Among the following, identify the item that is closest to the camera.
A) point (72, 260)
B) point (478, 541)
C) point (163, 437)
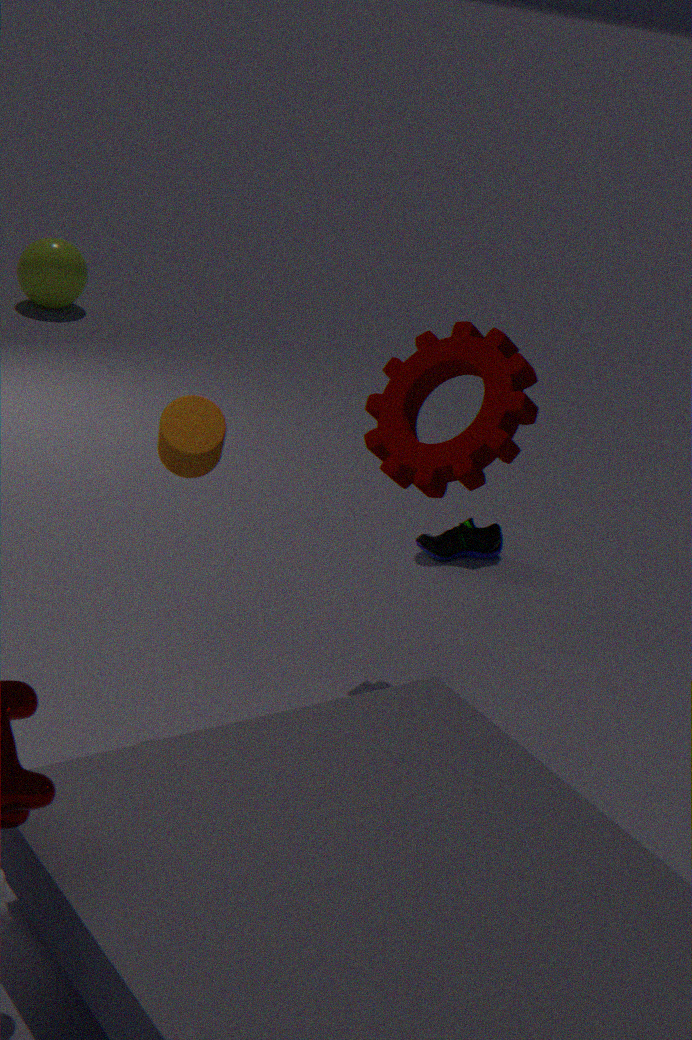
C. point (163, 437)
